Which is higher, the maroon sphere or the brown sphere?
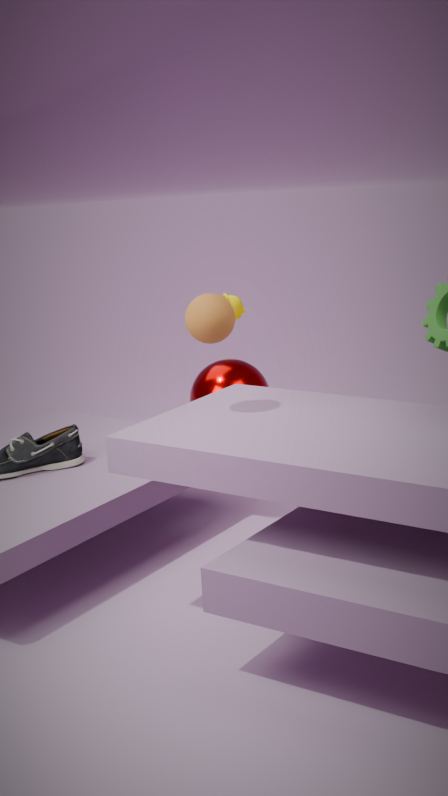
the brown sphere
